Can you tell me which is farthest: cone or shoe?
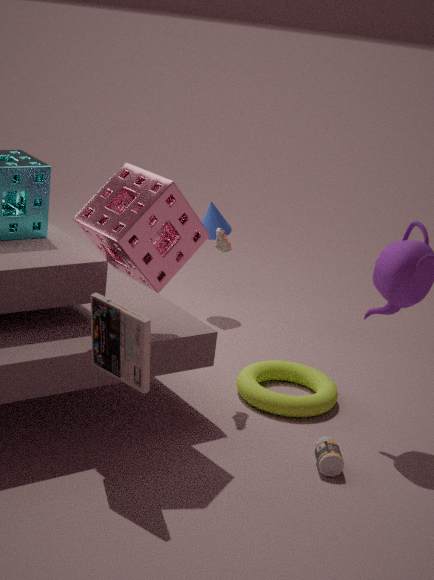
cone
